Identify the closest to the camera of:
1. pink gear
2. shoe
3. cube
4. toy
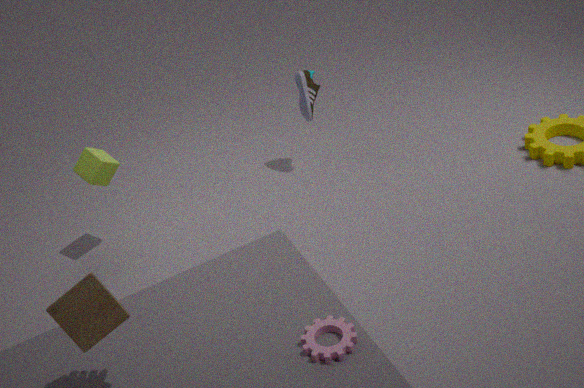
toy
